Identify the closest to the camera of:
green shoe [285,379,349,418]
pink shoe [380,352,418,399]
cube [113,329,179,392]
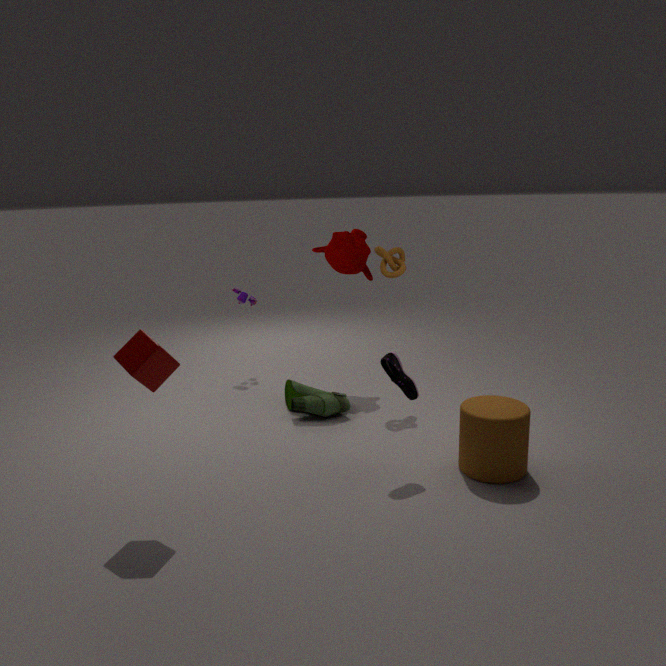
cube [113,329,179,392]
